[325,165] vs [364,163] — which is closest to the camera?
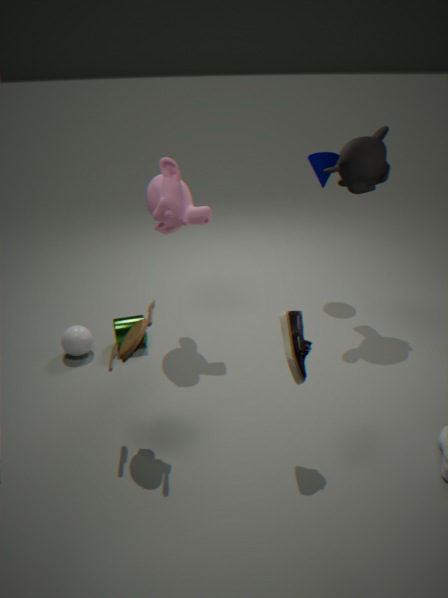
Answer: [364,163]
